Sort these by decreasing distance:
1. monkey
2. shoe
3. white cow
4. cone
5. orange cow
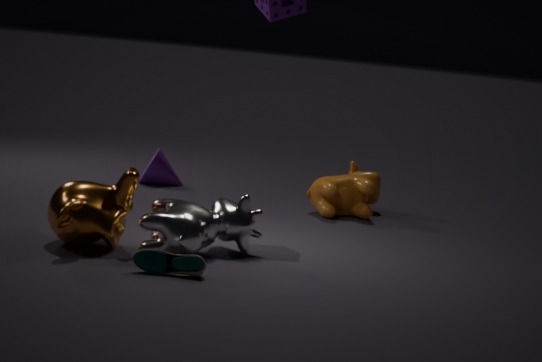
1. cone
2. orange cow
3. white cow
4. monkey
5. shoe
